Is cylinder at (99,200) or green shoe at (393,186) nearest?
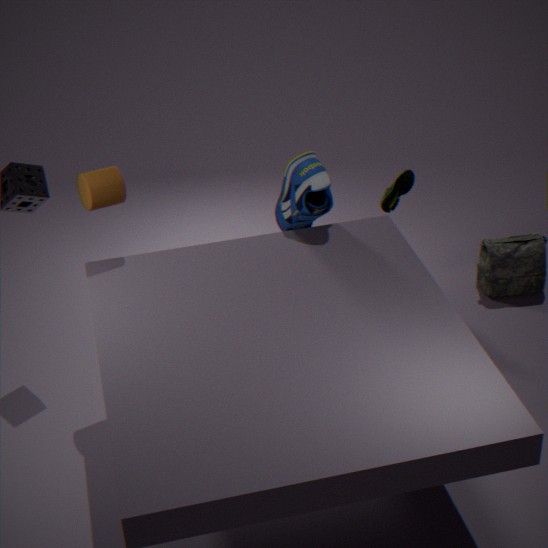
cylinder at (99,200)
